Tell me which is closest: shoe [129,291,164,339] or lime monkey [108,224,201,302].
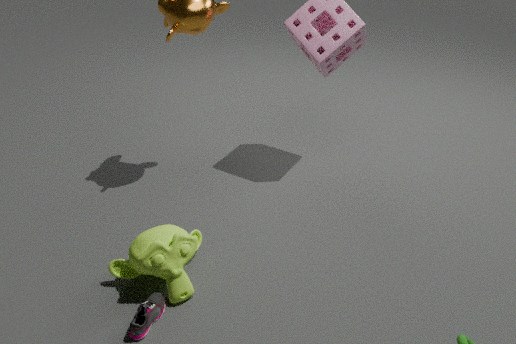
shoe [129,291,164,339]
